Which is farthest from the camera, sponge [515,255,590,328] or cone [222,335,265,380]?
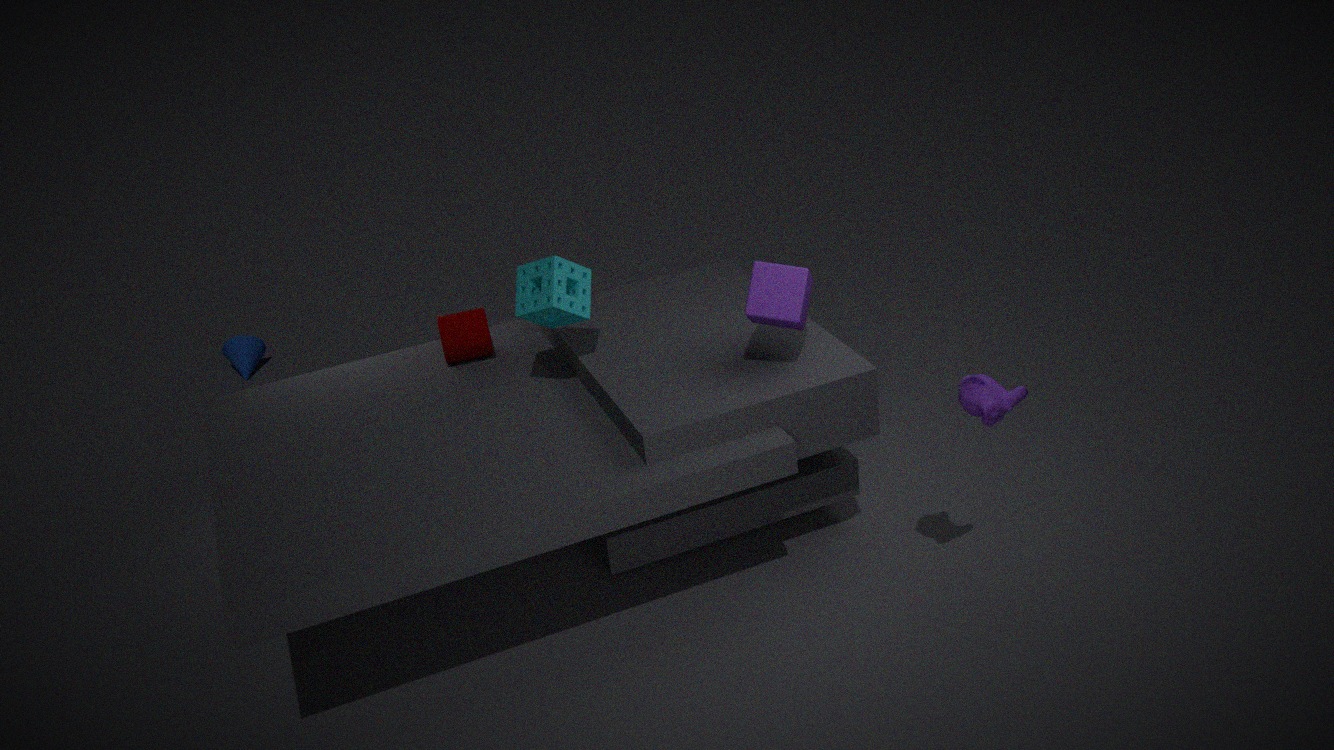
cone [222,335,265,380]
